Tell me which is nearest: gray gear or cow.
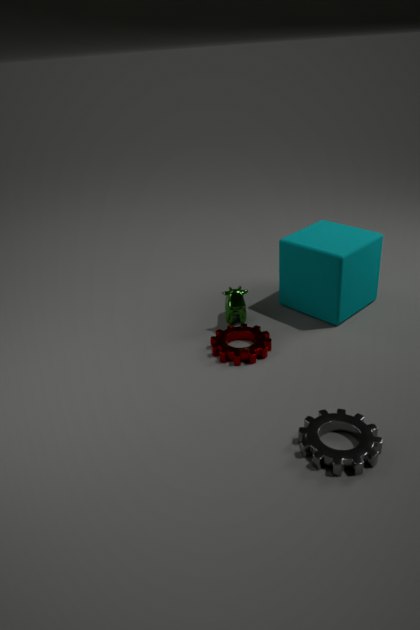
gray gear
